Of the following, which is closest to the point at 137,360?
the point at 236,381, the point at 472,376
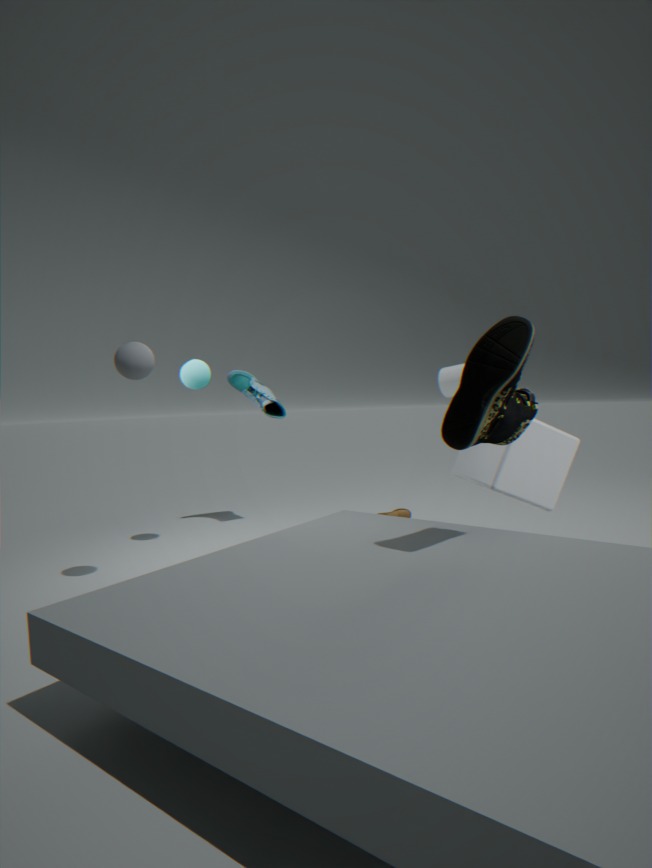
the point at 236,381
